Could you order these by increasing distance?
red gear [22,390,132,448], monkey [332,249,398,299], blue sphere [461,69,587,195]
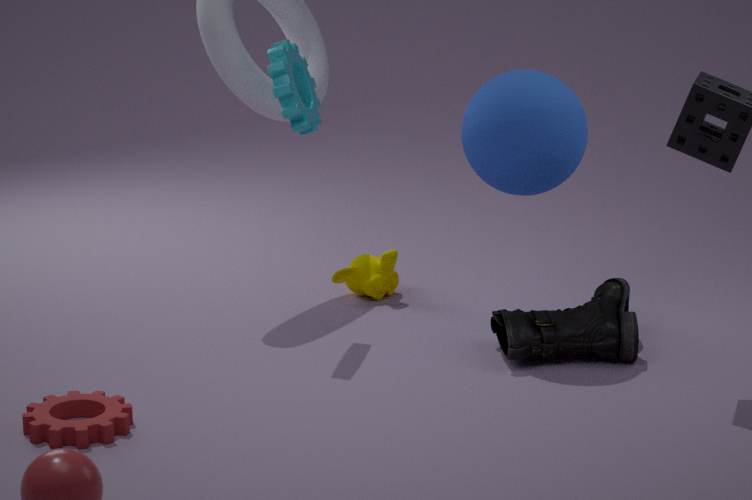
red gear [22,390,132,448], blue sphere [461,69,587,195], monkey [332,249,398,299]
